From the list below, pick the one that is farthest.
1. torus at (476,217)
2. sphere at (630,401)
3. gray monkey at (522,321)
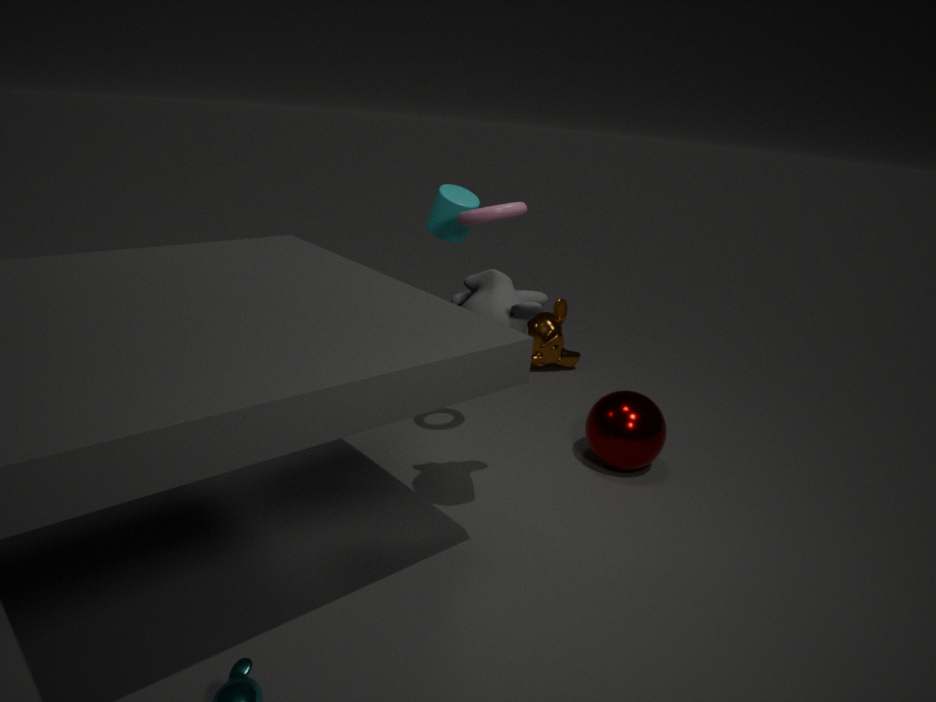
sphere at (630,401)
